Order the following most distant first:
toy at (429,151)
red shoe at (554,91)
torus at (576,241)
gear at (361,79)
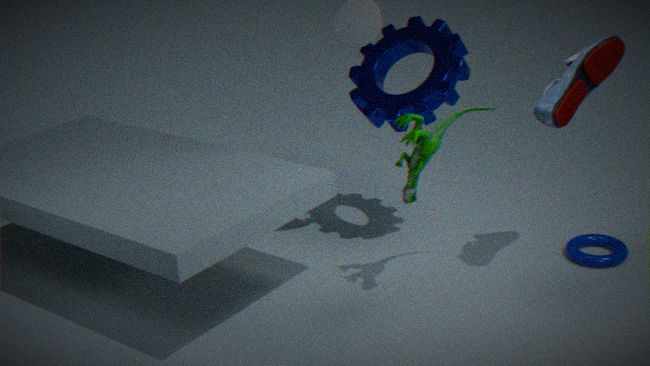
torus at (576,241) → gear at (361,79) → red shoe at (554,91) → toy at (429,151)
